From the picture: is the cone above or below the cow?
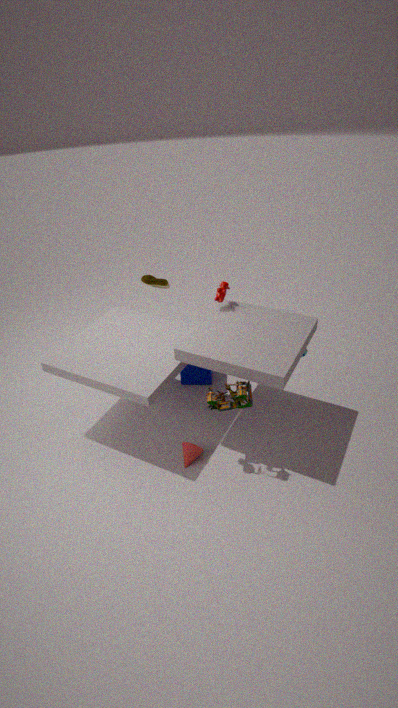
below
